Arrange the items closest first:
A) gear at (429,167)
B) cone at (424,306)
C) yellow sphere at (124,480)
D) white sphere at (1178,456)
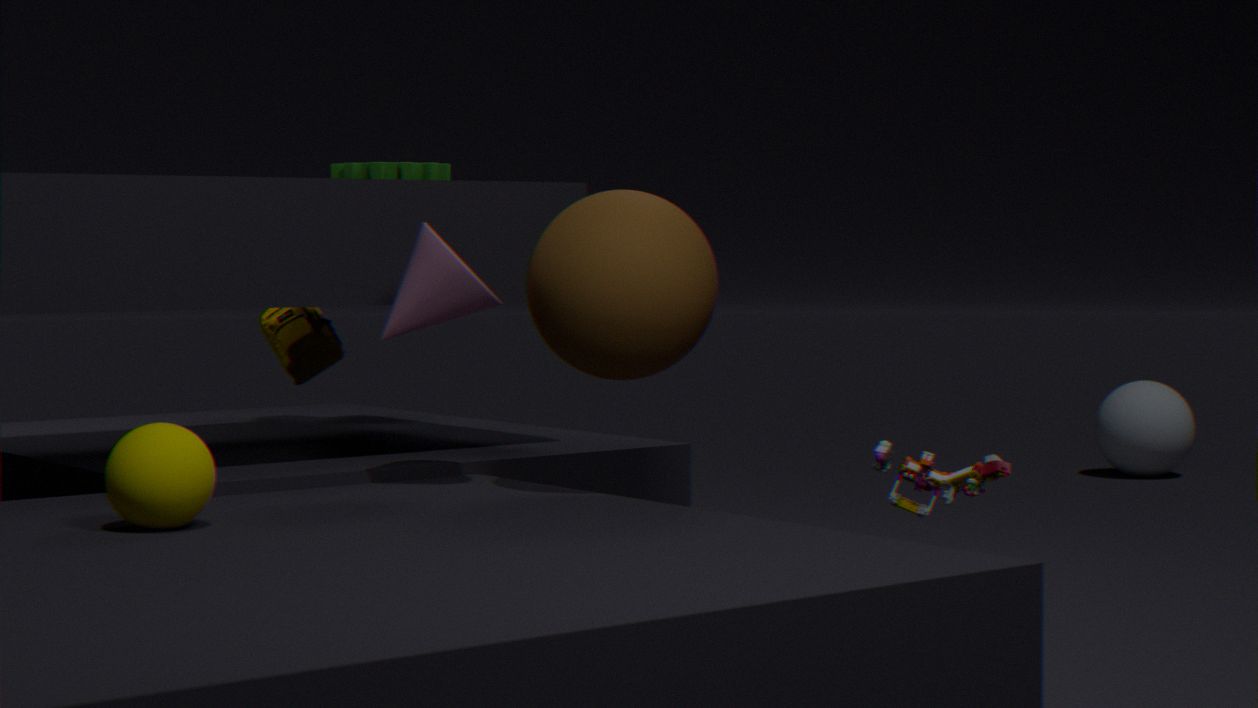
yellow sphere at (124,480) < cone at (424,306) < gear at (429,167) < white sphere at (1178,456)
